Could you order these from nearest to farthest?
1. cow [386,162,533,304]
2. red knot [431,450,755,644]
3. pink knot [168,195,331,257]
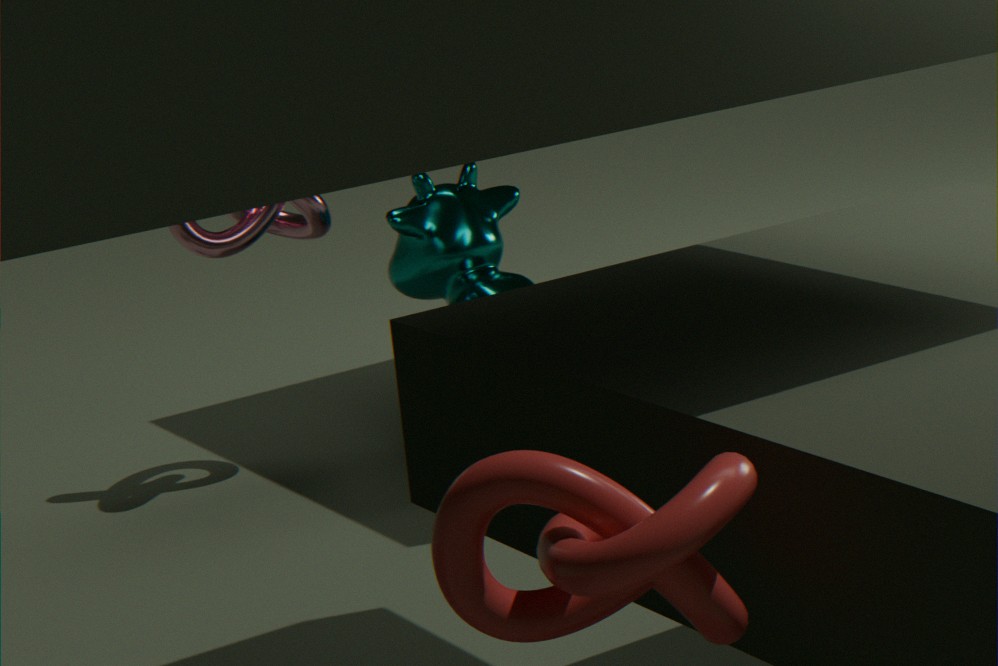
red knot [431,450,755,644] < pink knot [168,195,331,257] < cow [386,162,533,304]
